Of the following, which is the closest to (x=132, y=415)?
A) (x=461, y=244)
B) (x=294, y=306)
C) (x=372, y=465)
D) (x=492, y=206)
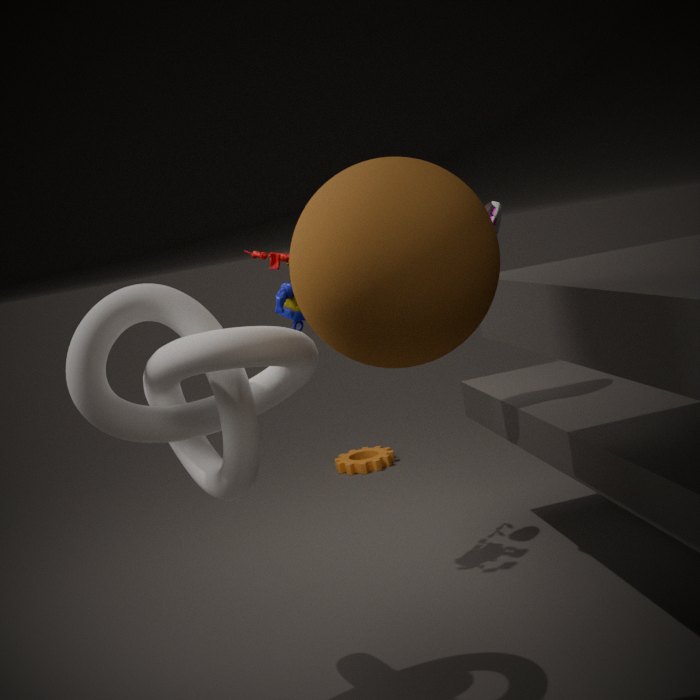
(x=461, y=244)
